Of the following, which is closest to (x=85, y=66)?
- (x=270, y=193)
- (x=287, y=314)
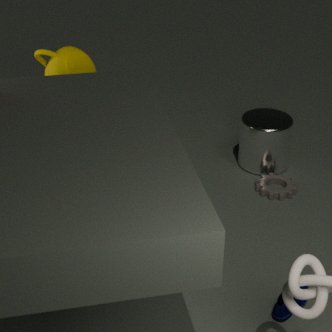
(x=270, y=193)
